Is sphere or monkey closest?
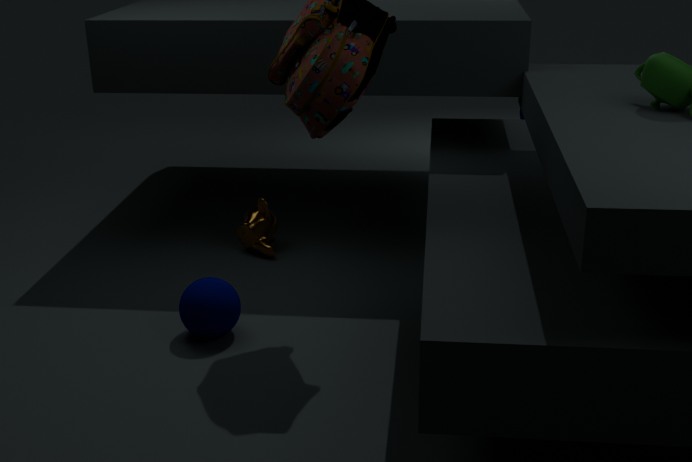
sphere
